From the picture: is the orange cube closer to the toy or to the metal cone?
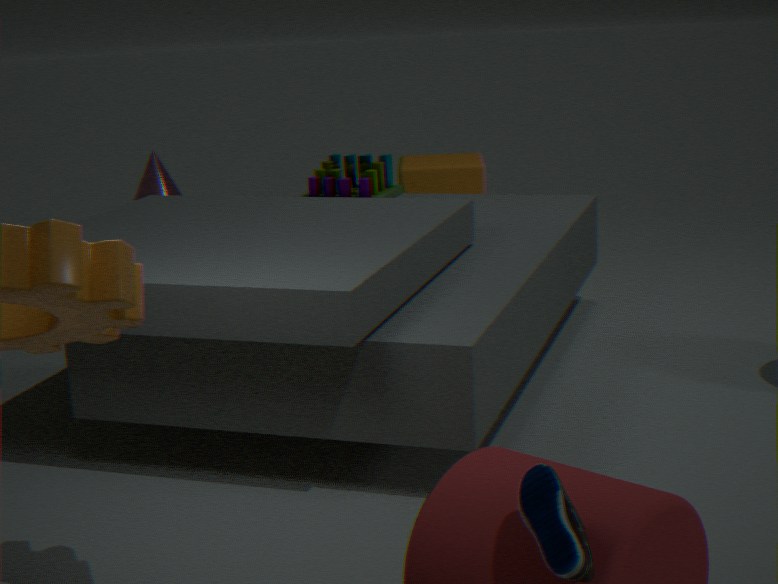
the toy
